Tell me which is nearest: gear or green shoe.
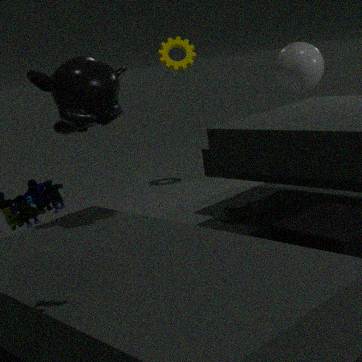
green shoe
